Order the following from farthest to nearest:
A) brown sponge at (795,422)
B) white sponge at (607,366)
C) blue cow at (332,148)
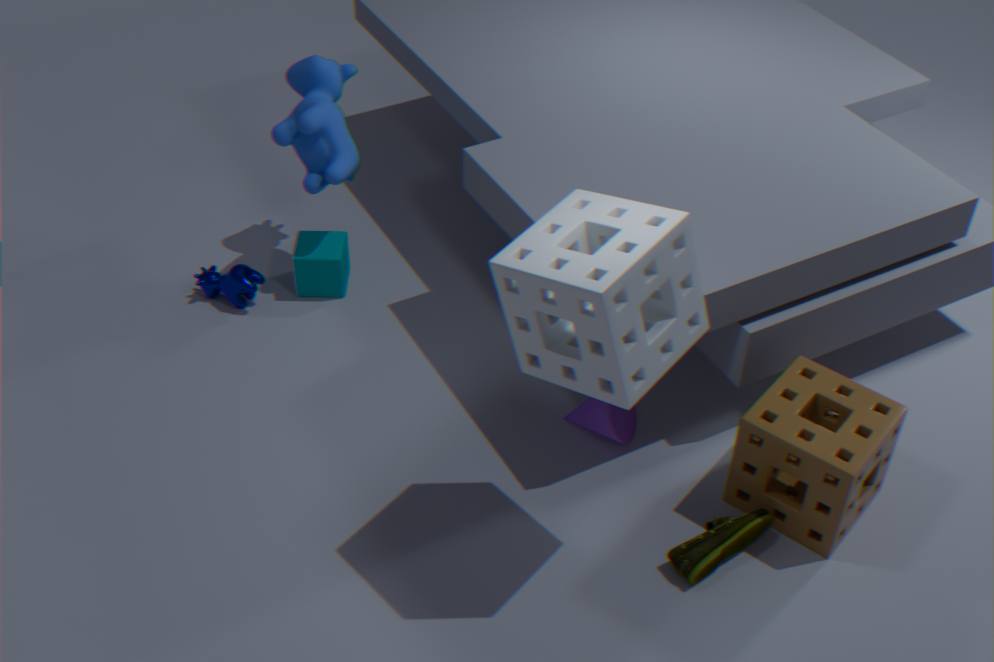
blue cow at (332,148), brown sponge at (795,422), white sponge at (607,366)
